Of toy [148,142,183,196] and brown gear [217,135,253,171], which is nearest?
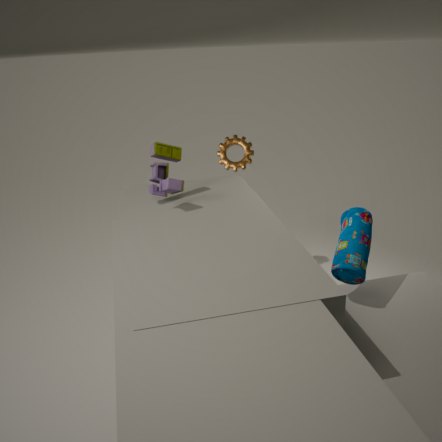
toy [148,142,183,196]
